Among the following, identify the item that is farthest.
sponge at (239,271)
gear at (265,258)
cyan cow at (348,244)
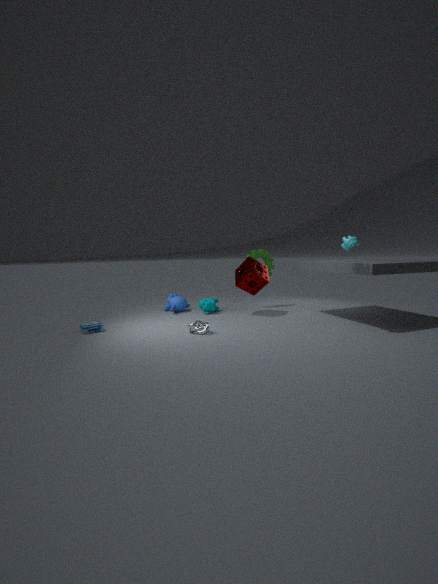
gear at (265,258)
